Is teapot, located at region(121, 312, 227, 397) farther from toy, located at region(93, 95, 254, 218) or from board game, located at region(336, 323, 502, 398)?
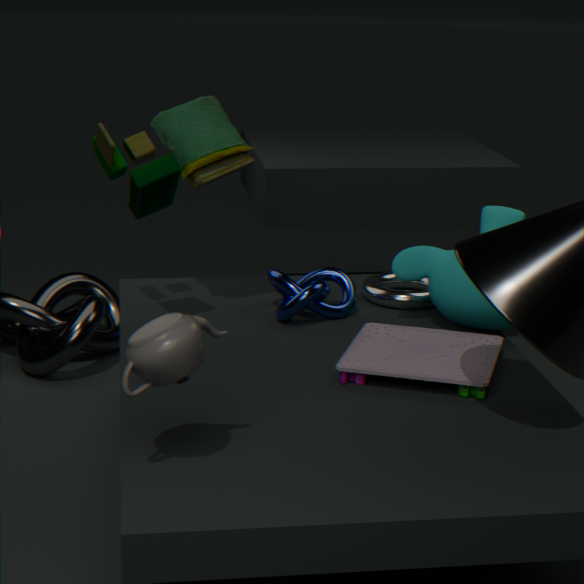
toy, located at region(93, 95, 254, 218)
